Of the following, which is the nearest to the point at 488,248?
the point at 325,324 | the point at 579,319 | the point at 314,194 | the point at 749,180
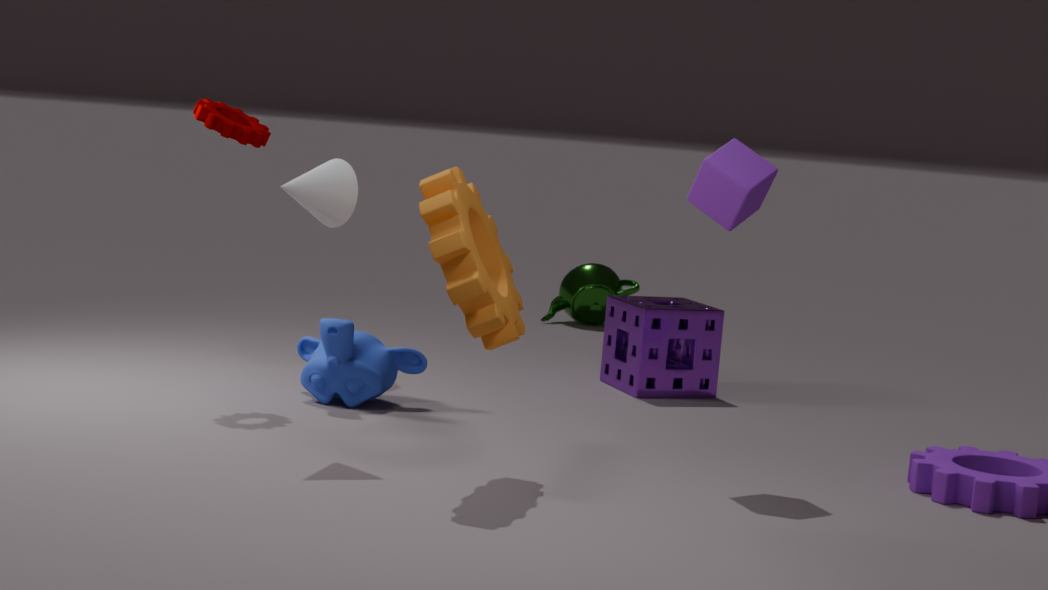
the point at 314,194
